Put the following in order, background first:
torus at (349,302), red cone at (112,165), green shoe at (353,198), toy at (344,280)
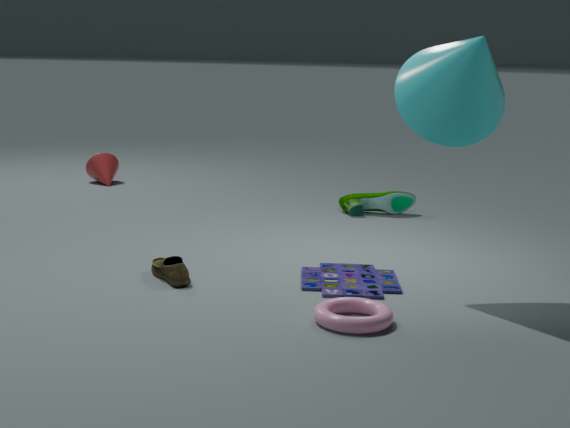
1. red cone at (112,165)
2. green shoe at (353,198)
3. toy at (344,280)
4. torus at (349,302)
